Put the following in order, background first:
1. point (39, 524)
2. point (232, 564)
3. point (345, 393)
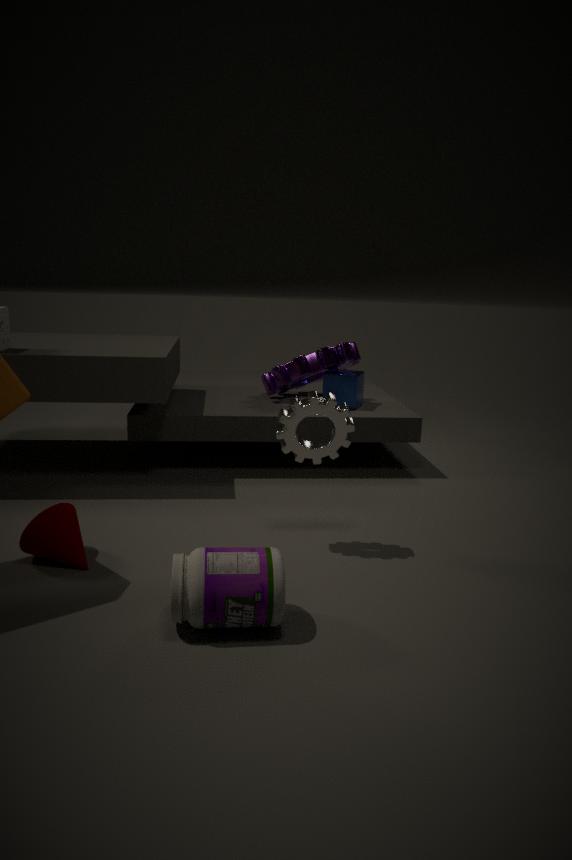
point (345, 393), point (39, 524), point (232, 564)
